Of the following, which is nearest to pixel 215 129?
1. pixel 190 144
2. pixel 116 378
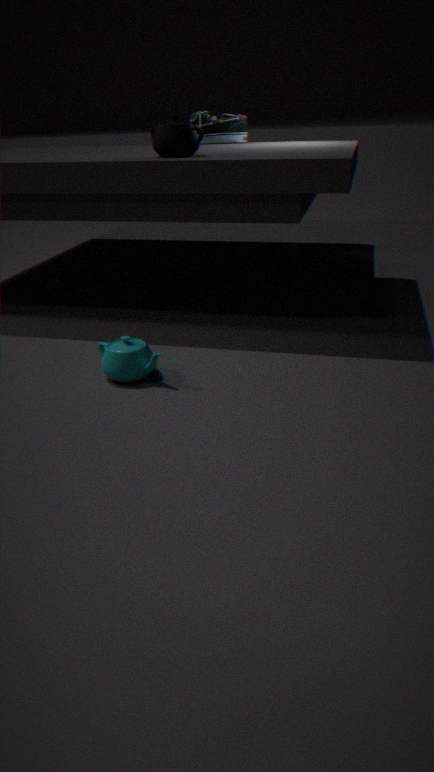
pixel 190 144
